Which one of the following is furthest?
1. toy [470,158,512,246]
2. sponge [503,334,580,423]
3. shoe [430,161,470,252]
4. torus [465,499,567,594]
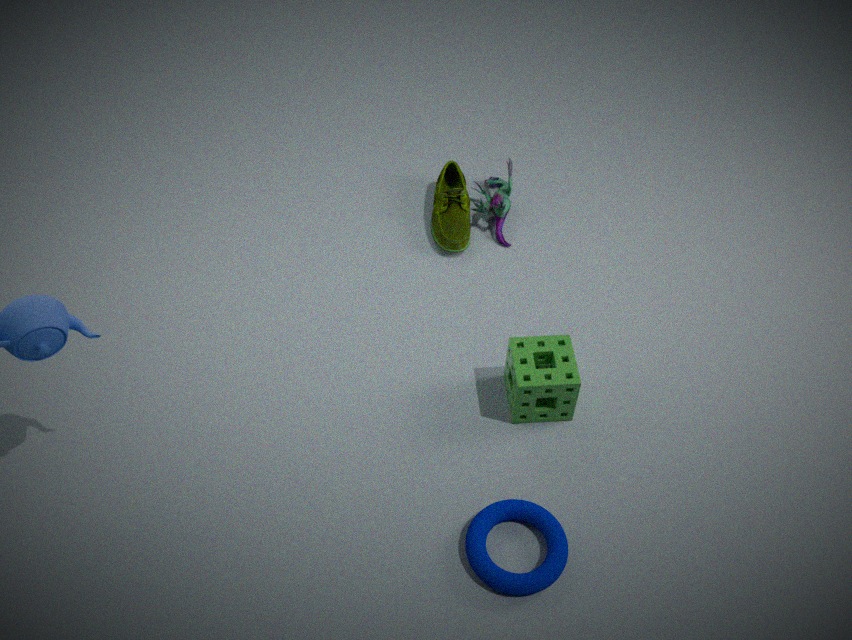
toy [470,158,512,246]
